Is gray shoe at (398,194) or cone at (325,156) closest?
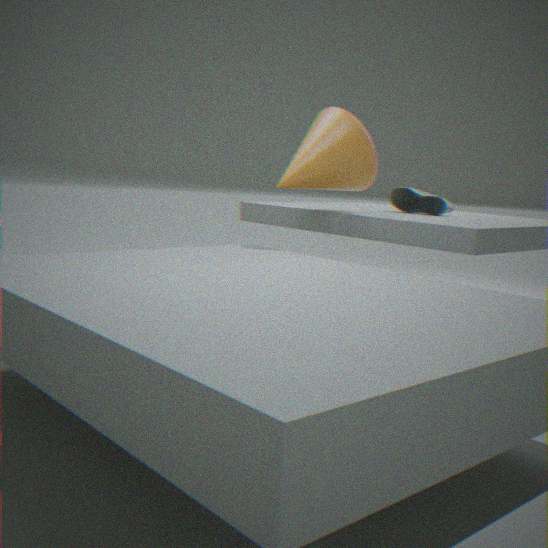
cone at (325,156)
